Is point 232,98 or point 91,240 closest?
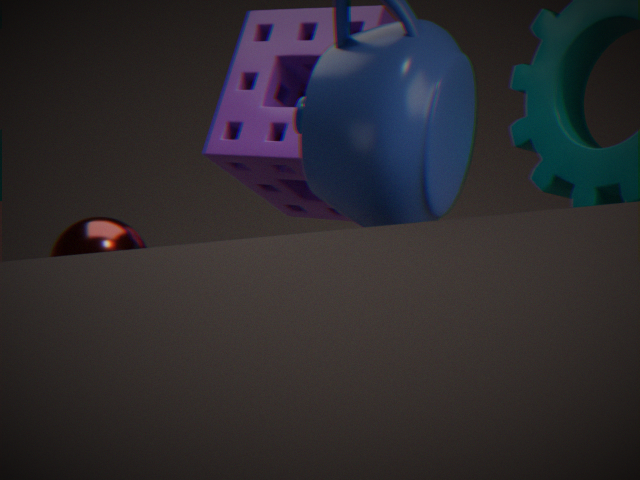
point 91,240
